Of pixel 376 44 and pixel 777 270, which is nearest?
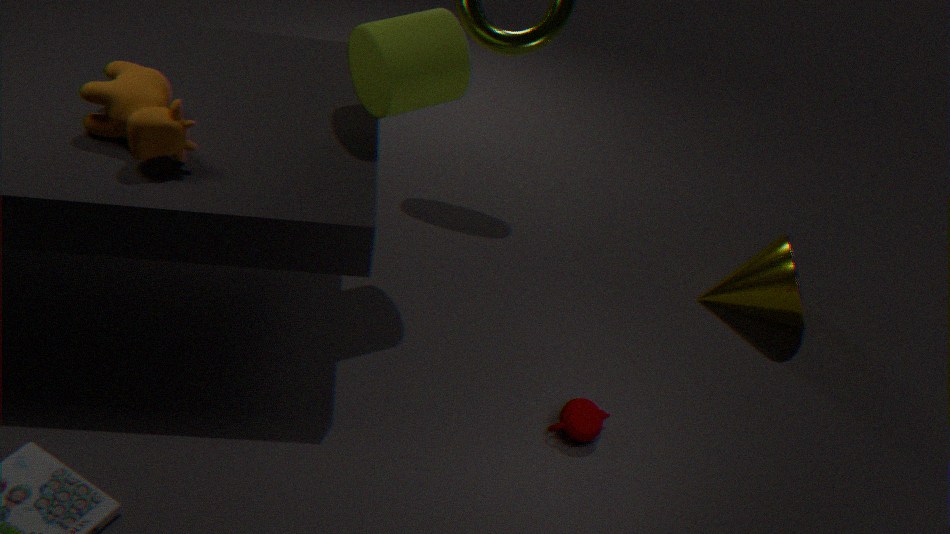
pixel 376 44
